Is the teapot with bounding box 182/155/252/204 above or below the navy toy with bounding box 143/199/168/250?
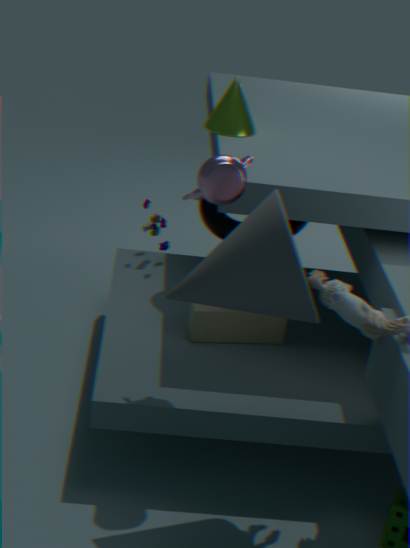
above
